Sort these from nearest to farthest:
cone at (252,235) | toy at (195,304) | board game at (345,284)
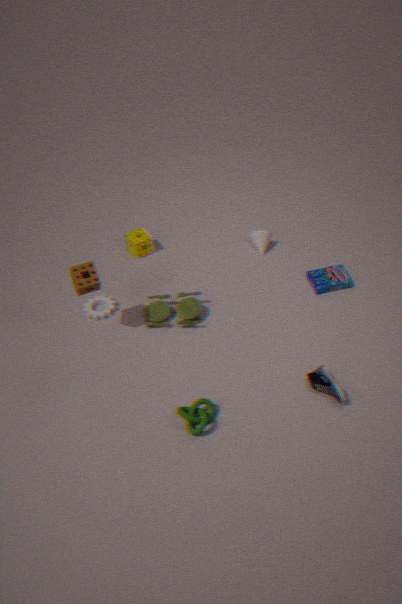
toy at (195,304)
board game at (345,284)
cone at (252,235)
